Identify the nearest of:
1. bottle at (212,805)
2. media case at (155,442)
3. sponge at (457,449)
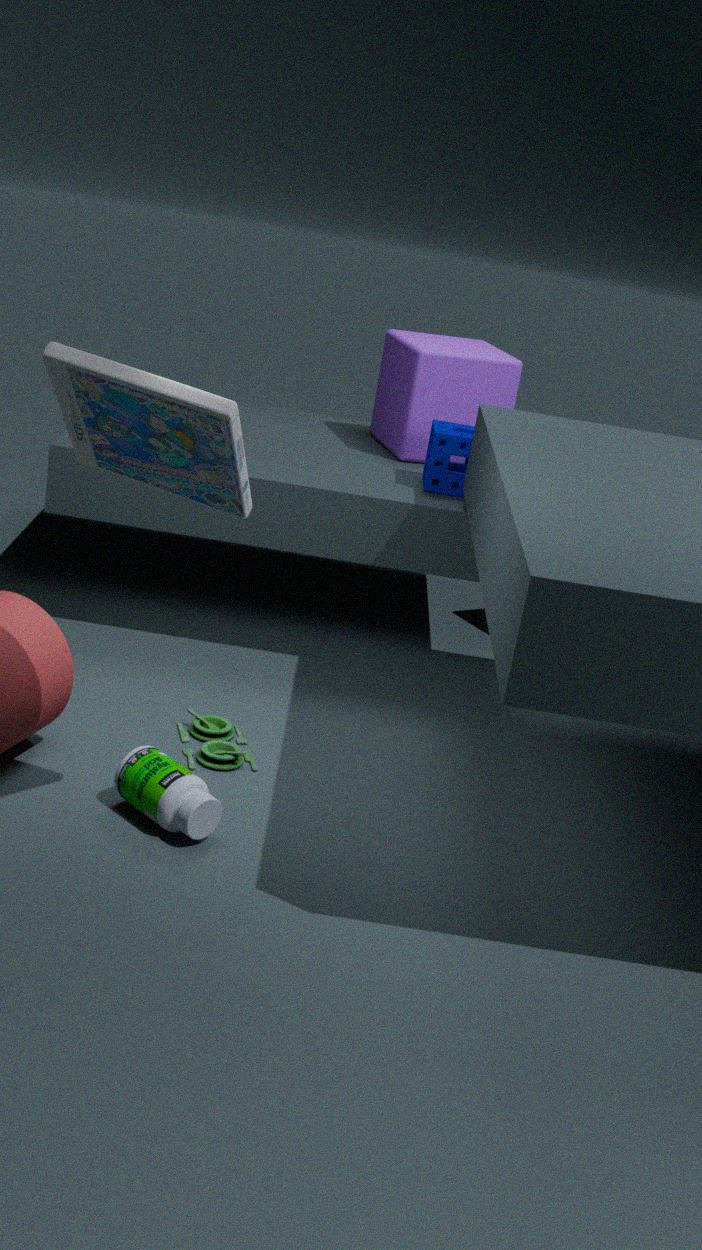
media case at (155,442)
